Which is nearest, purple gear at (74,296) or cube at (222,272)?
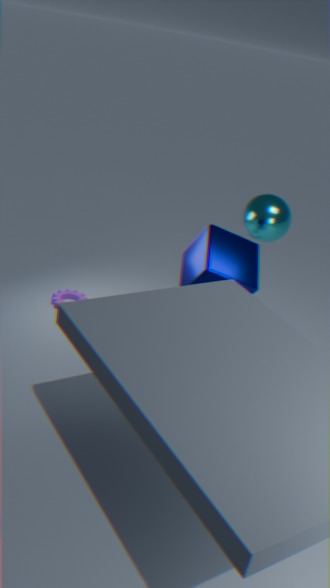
cube at (222,272)
